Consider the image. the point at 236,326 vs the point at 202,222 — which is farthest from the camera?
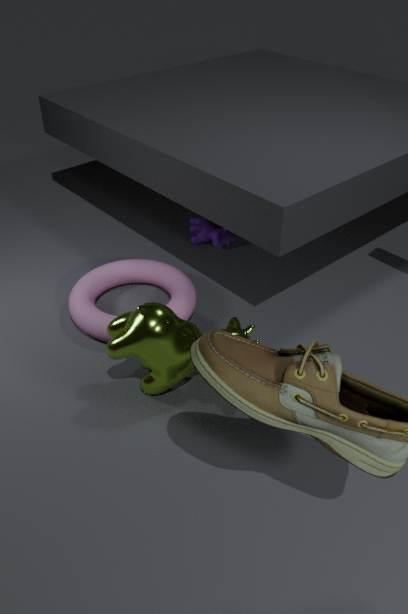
the point at 202,222
